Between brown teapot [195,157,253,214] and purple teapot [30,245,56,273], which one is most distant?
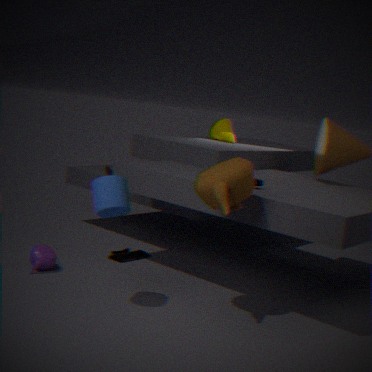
purple teapot [30,245,56,273]
